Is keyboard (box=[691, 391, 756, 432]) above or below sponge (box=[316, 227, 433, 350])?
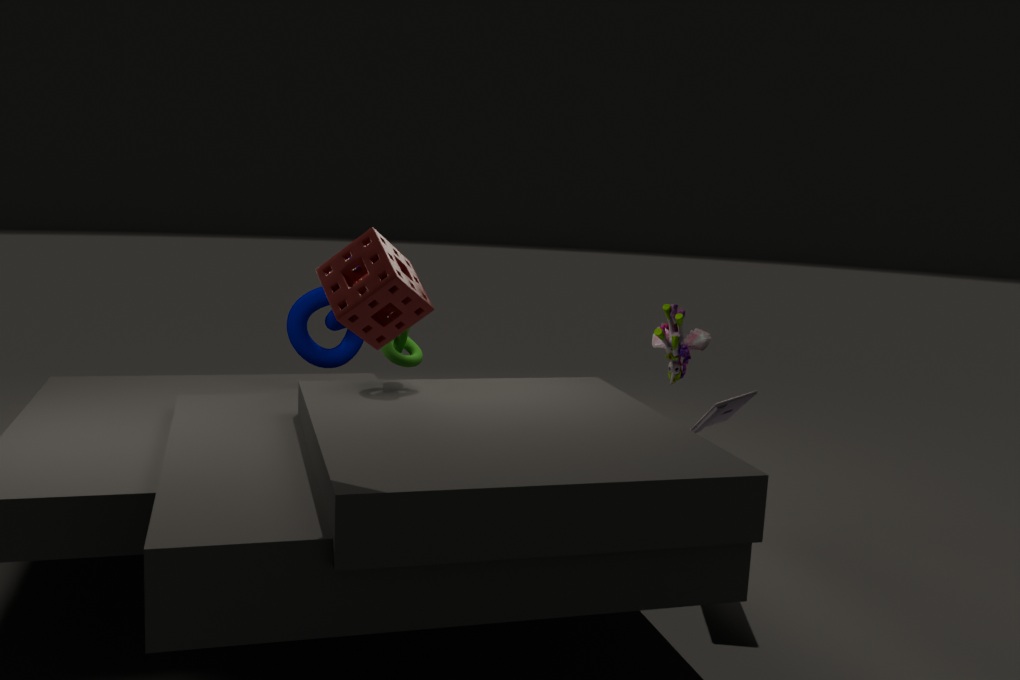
below
